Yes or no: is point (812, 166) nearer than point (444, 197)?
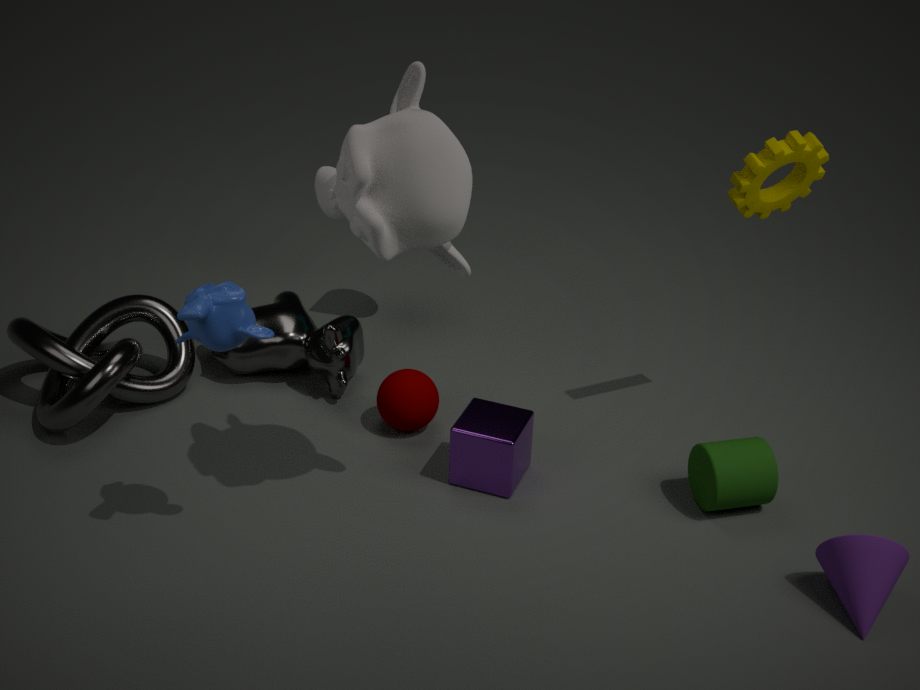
No
